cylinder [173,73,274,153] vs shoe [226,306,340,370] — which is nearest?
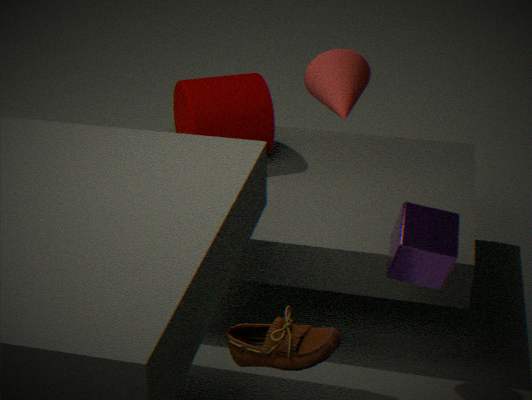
shoe [226,306,340,370]
